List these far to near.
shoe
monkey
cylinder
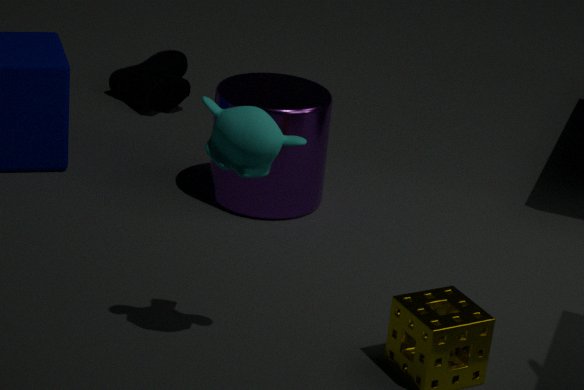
shoe < cylinder < monkey
